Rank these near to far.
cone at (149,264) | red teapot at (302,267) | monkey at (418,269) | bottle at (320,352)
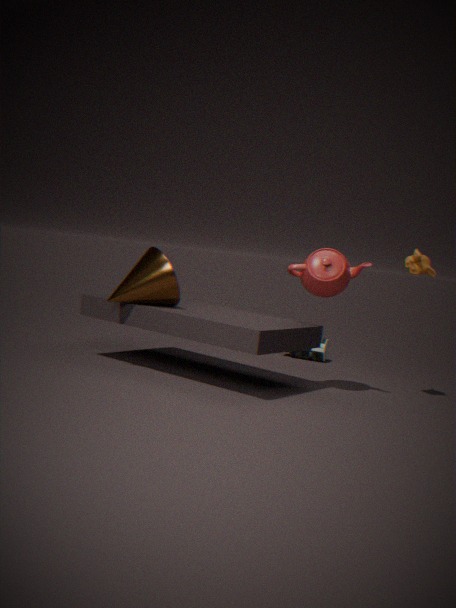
1. red teapot at (302,267)
2. monkey at (418,269)
3. cone at (149,264)
4. bottle at (320,352)
